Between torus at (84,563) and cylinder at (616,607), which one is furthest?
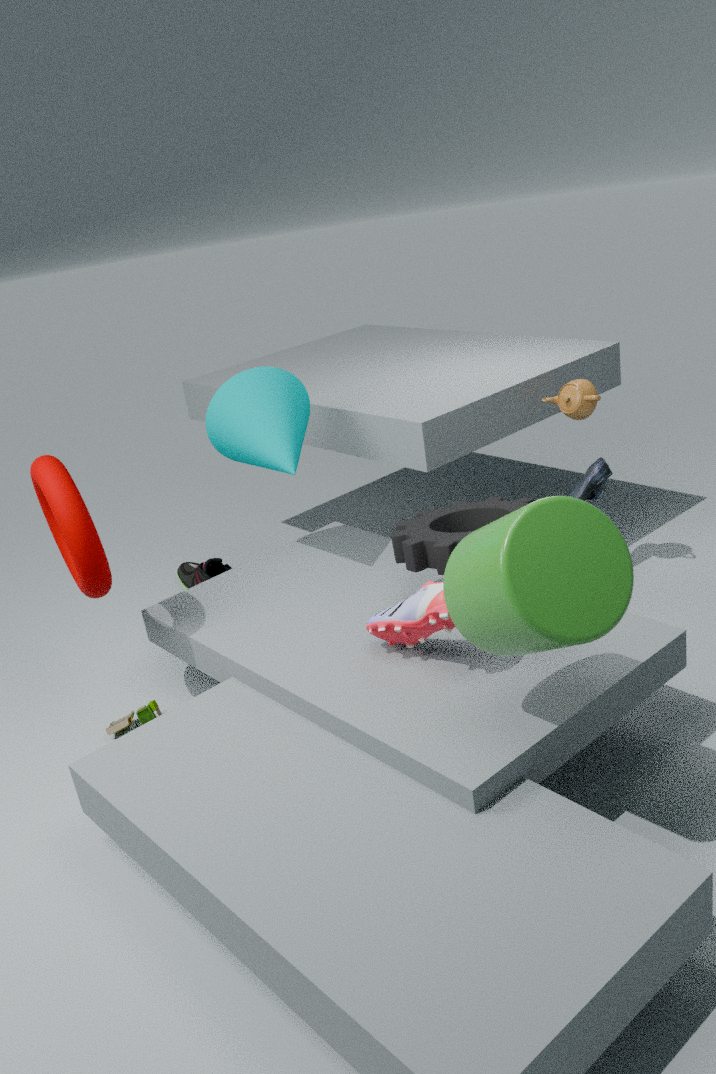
torus at (84,563)
